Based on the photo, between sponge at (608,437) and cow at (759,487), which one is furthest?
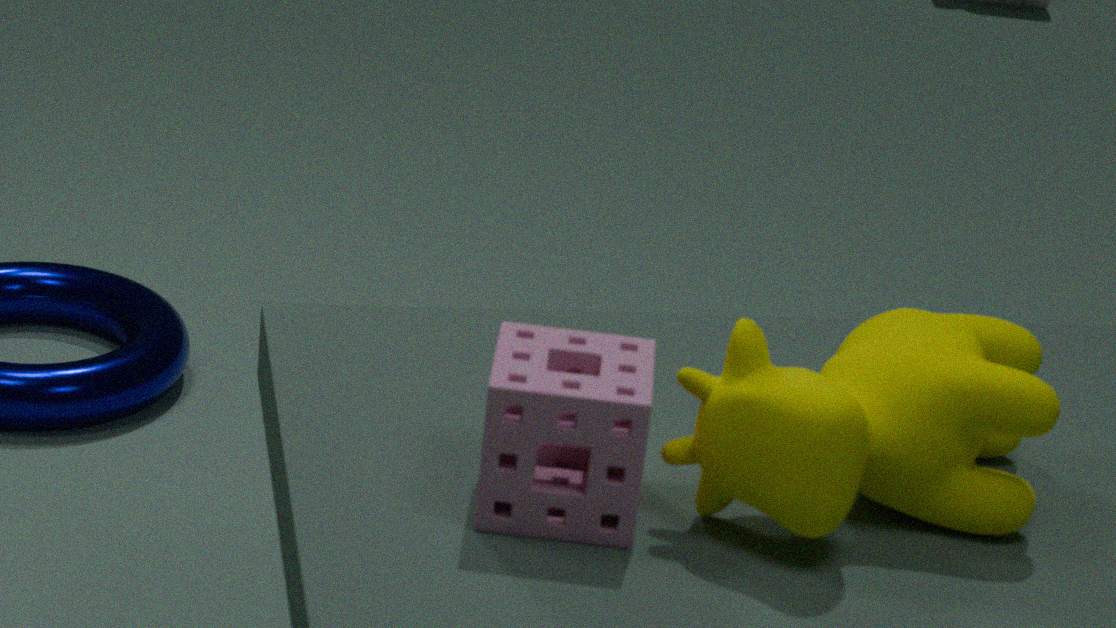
cow at (759,487)
